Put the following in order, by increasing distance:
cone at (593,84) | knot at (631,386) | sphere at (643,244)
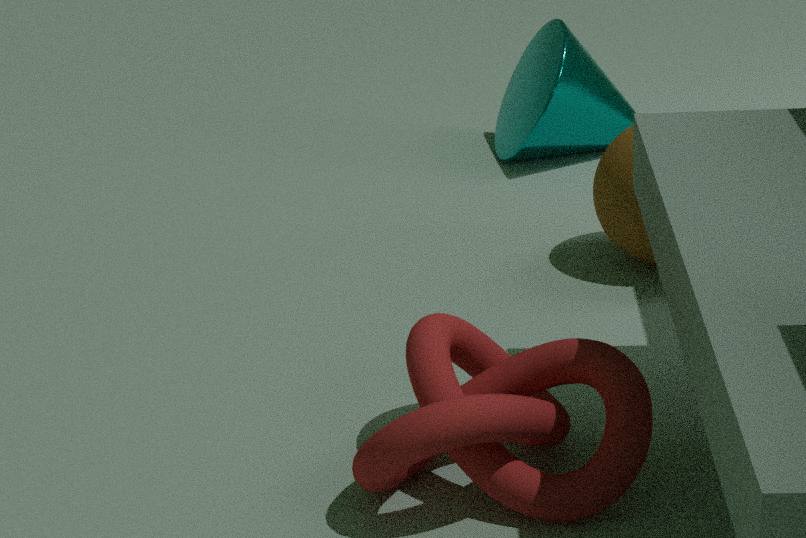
1. knot at (631,386)
2. sphere at (643,244)
3. cone at (593,84)
